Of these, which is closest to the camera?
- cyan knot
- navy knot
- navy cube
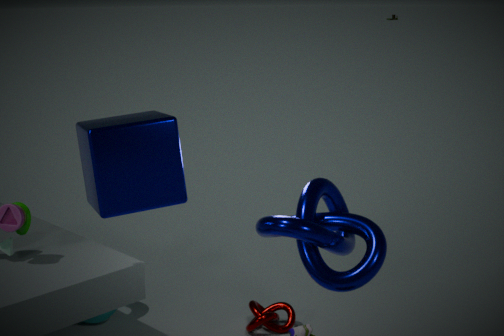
navy cube
